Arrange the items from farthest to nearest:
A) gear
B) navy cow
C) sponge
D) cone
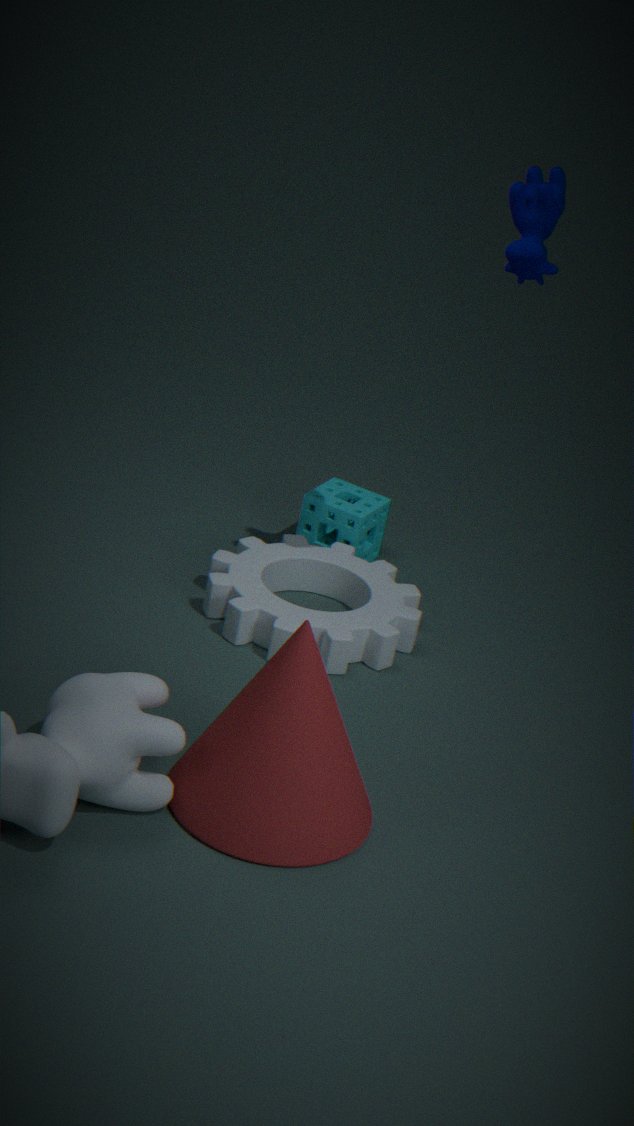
1. sponge
2. gear
3. navy cow
4. cone
